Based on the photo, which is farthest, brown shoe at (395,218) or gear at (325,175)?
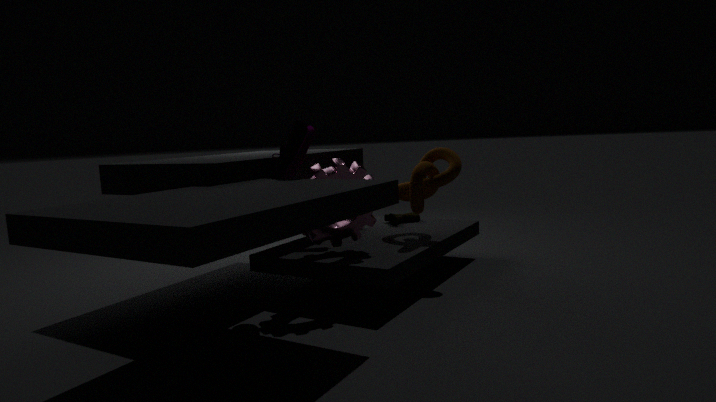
brown shoe at (395,218)
